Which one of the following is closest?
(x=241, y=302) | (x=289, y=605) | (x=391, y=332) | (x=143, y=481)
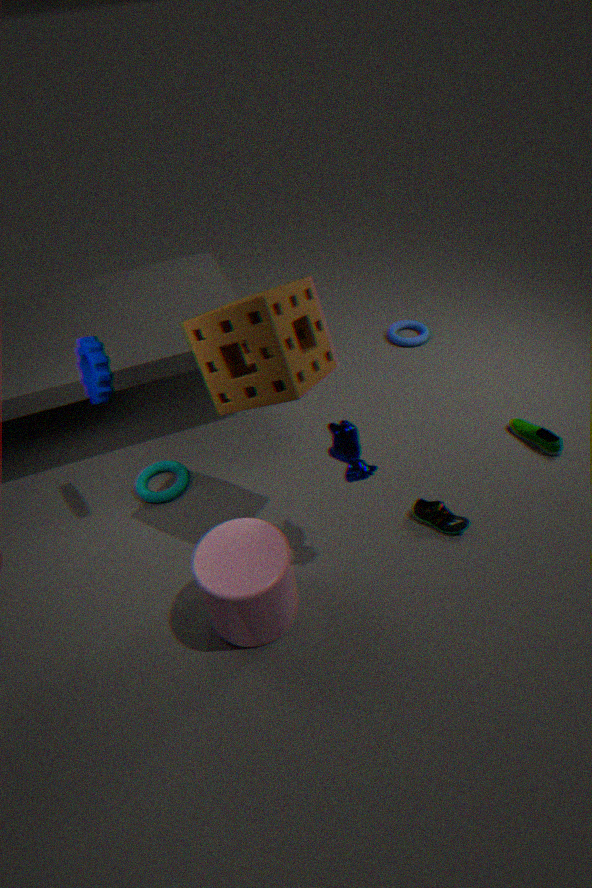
(x=241, y=302)
